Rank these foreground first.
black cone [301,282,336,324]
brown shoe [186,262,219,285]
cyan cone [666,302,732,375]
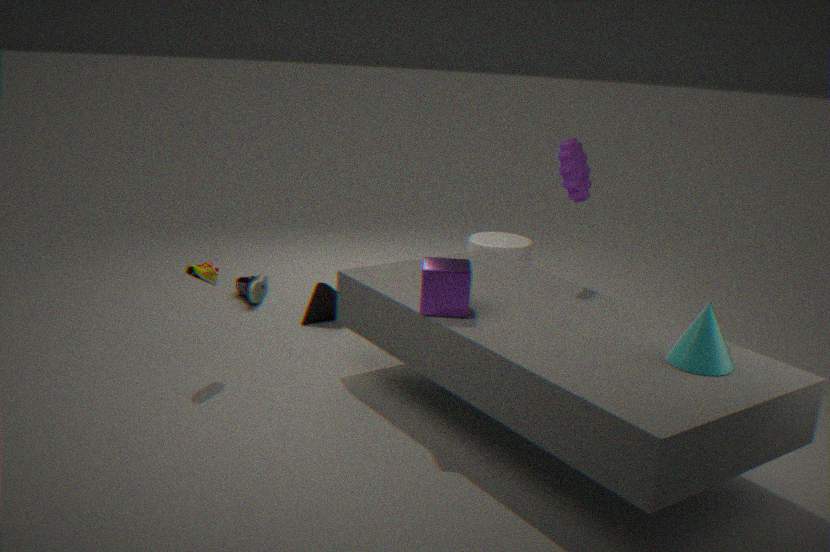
cyan cone [666,302,732,375], brown shoe [186,262,219,285], black cone [301,282,336,324]
